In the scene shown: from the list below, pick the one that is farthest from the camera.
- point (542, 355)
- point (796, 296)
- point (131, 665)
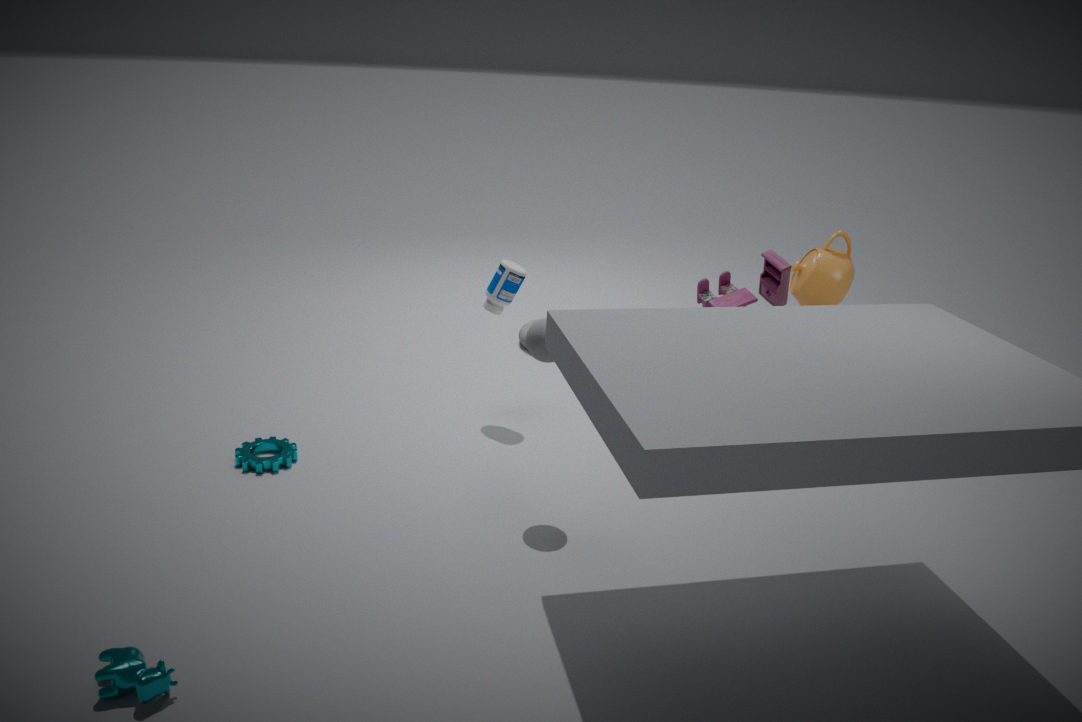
point (796, 296)
